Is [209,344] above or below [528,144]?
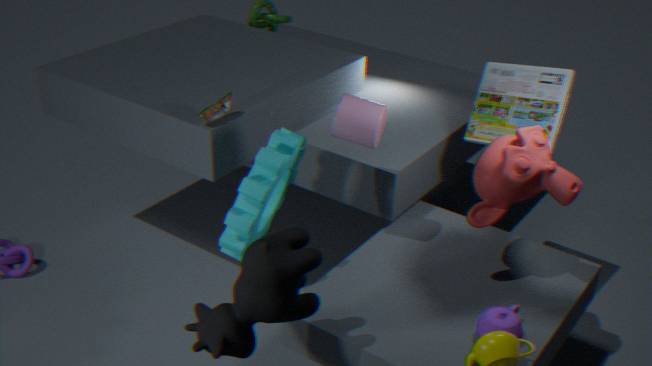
below
